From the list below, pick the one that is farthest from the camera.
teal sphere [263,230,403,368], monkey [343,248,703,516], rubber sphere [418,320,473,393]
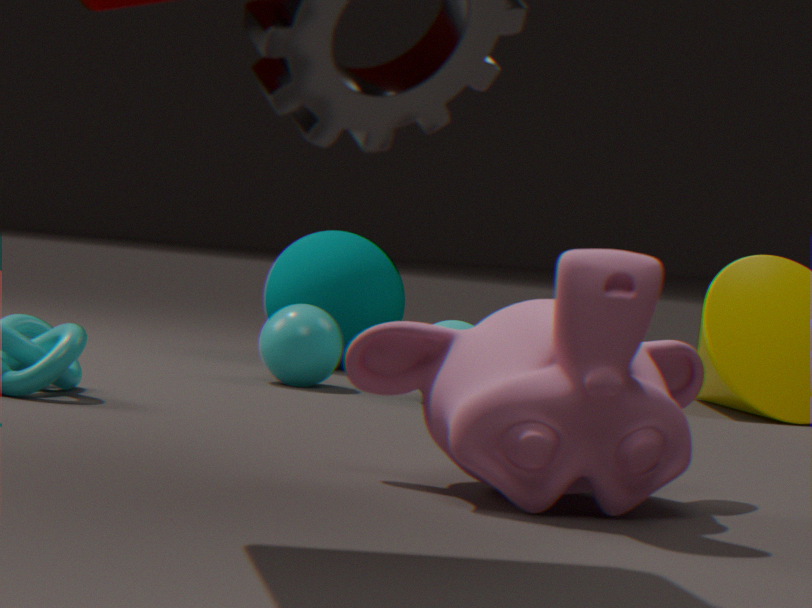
teal sphere [263,230,403,368]
